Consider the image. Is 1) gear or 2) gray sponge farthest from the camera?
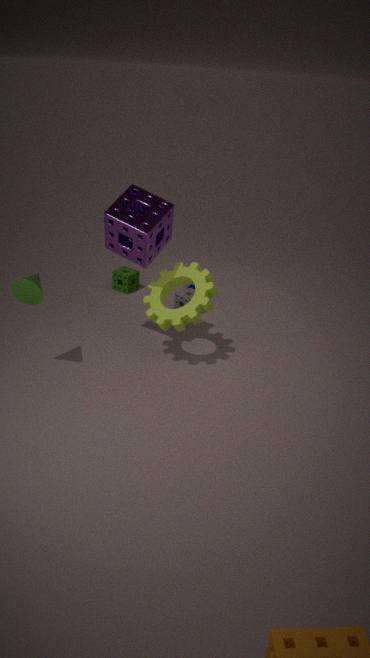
2. gray sponge
